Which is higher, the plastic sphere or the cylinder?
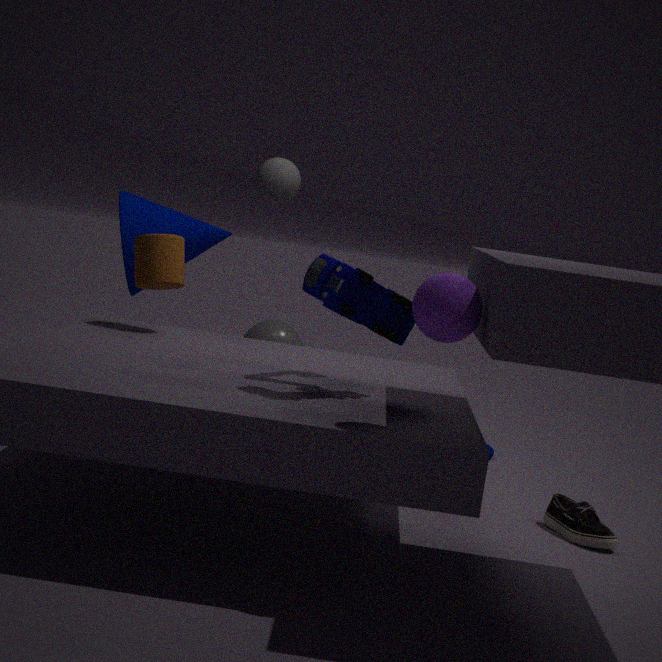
the cylinder
